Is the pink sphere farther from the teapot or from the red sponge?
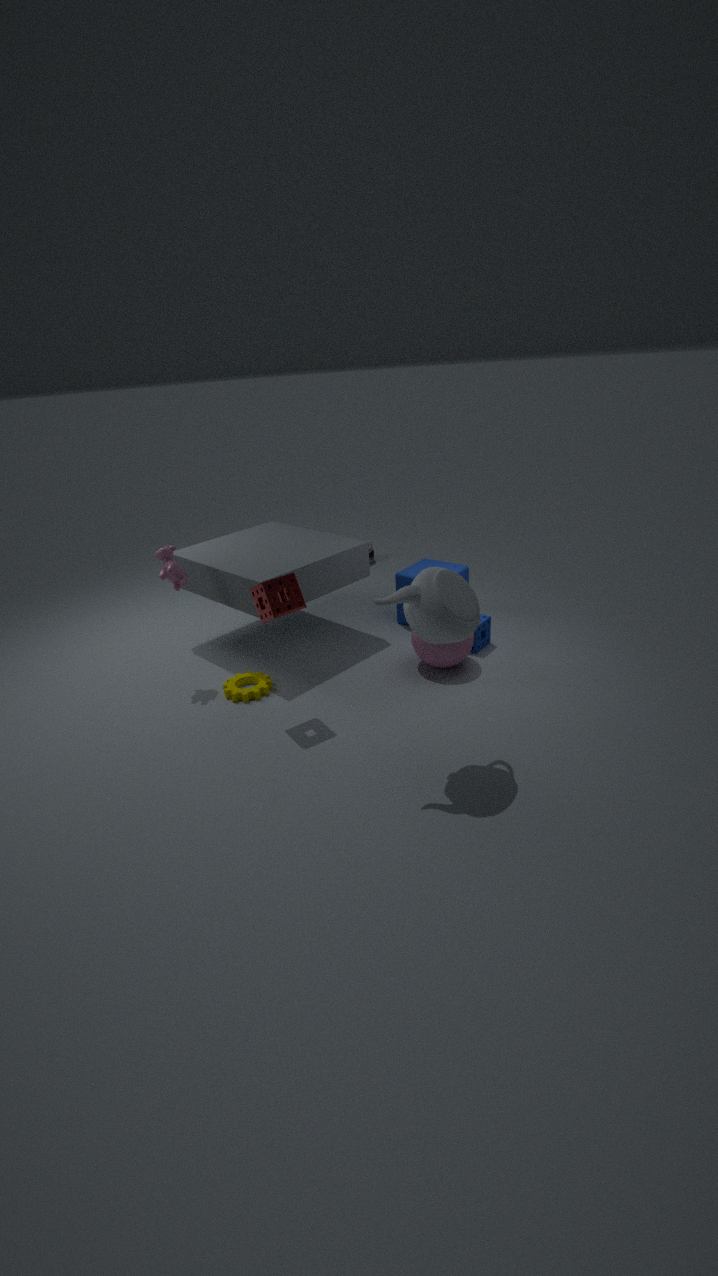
the red sponge
